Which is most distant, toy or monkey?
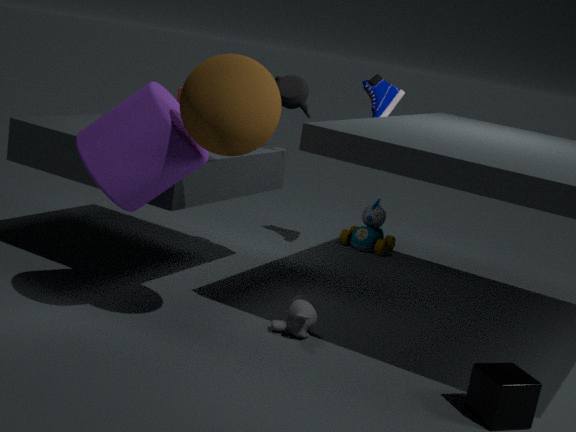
toy
